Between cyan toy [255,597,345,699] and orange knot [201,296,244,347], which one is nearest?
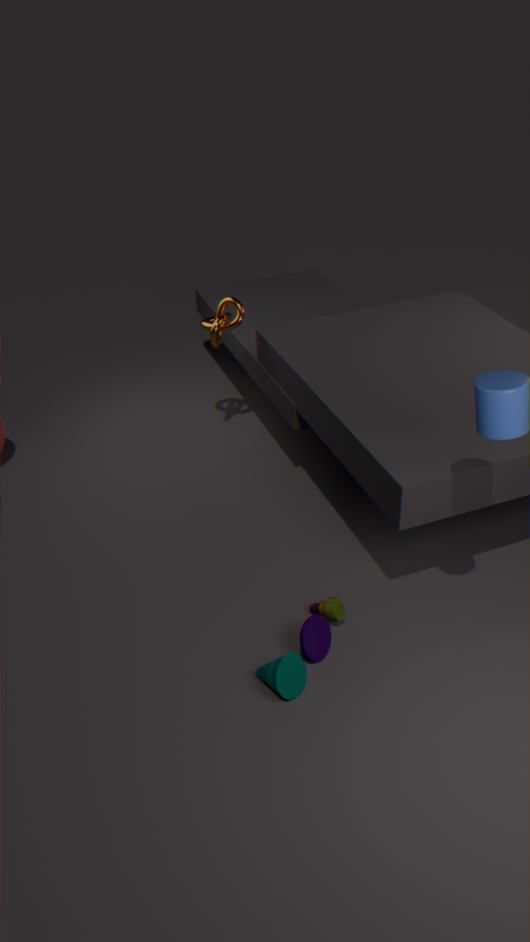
cyan toy [255,597,345,699]
